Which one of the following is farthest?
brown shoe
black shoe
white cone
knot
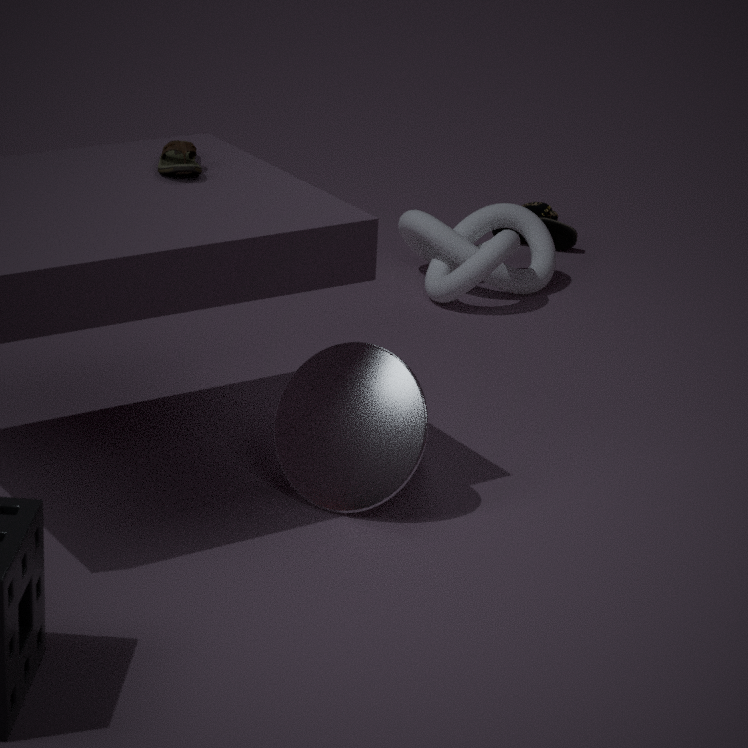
black shoe
